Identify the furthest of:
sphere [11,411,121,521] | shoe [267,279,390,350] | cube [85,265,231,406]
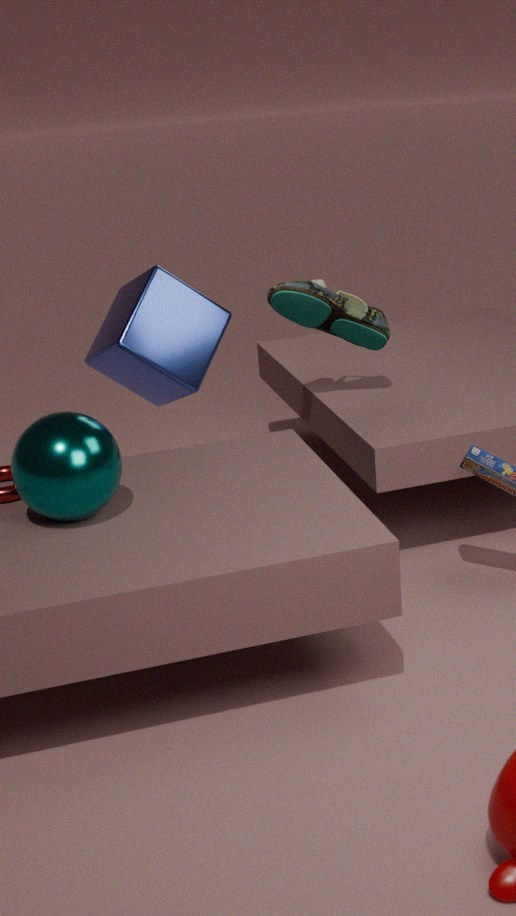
shoe [267,279,390,350]
